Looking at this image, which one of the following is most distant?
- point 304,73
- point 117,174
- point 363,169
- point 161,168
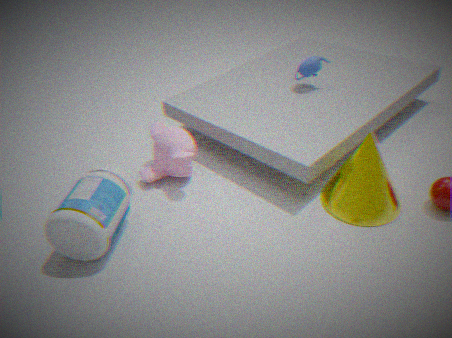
point 304,73
